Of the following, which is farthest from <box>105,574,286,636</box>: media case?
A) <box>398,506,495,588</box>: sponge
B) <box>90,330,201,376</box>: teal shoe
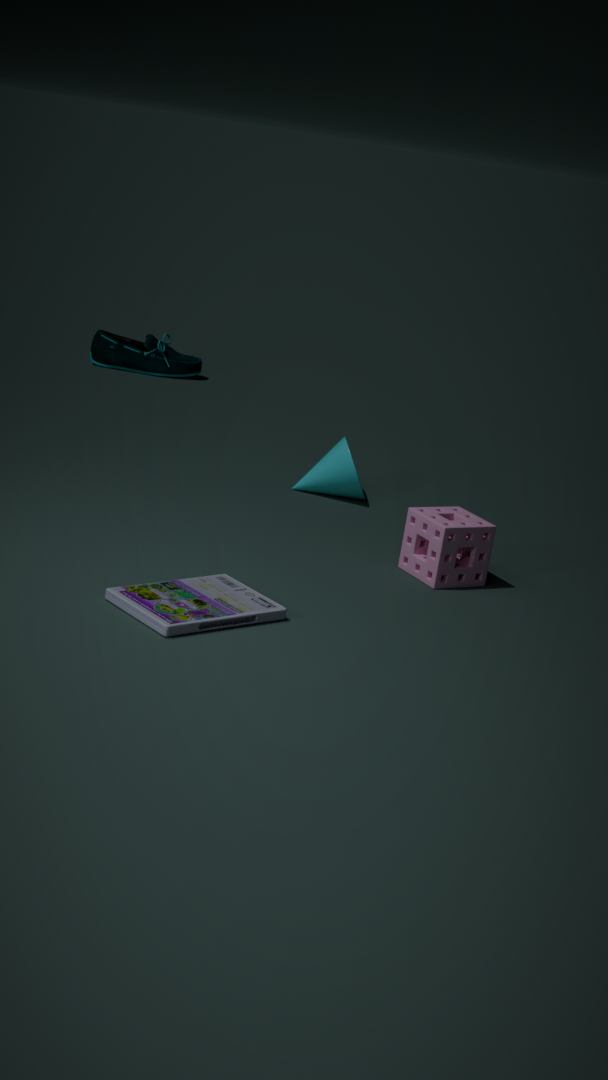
<box>90,330,201,376</box>: teal shoe
